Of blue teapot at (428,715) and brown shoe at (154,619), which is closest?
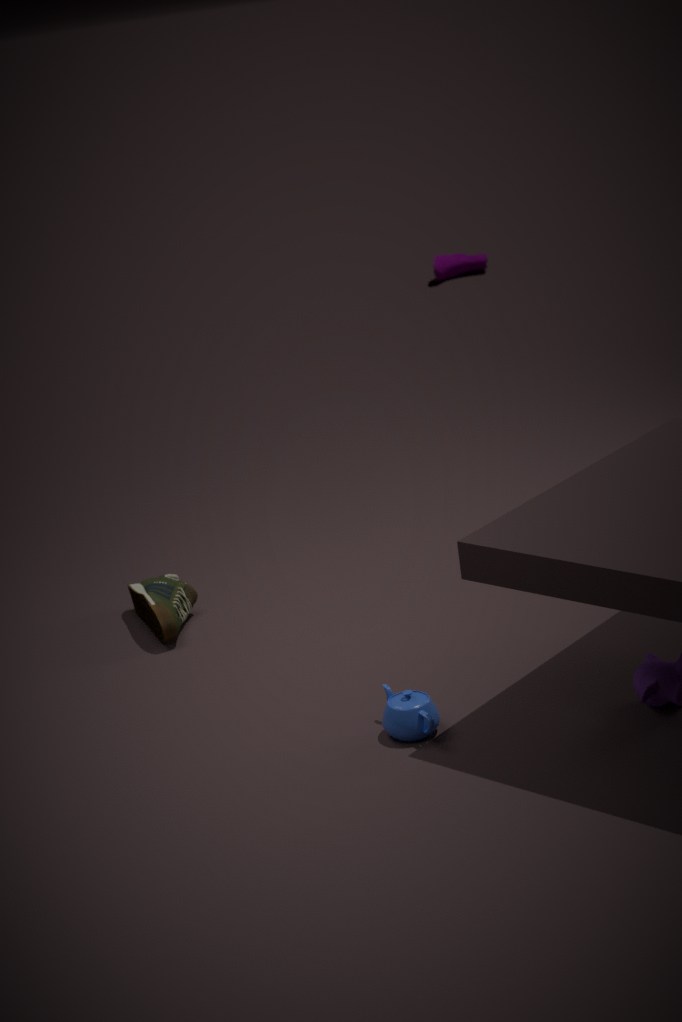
blue teapot at (428,715)
